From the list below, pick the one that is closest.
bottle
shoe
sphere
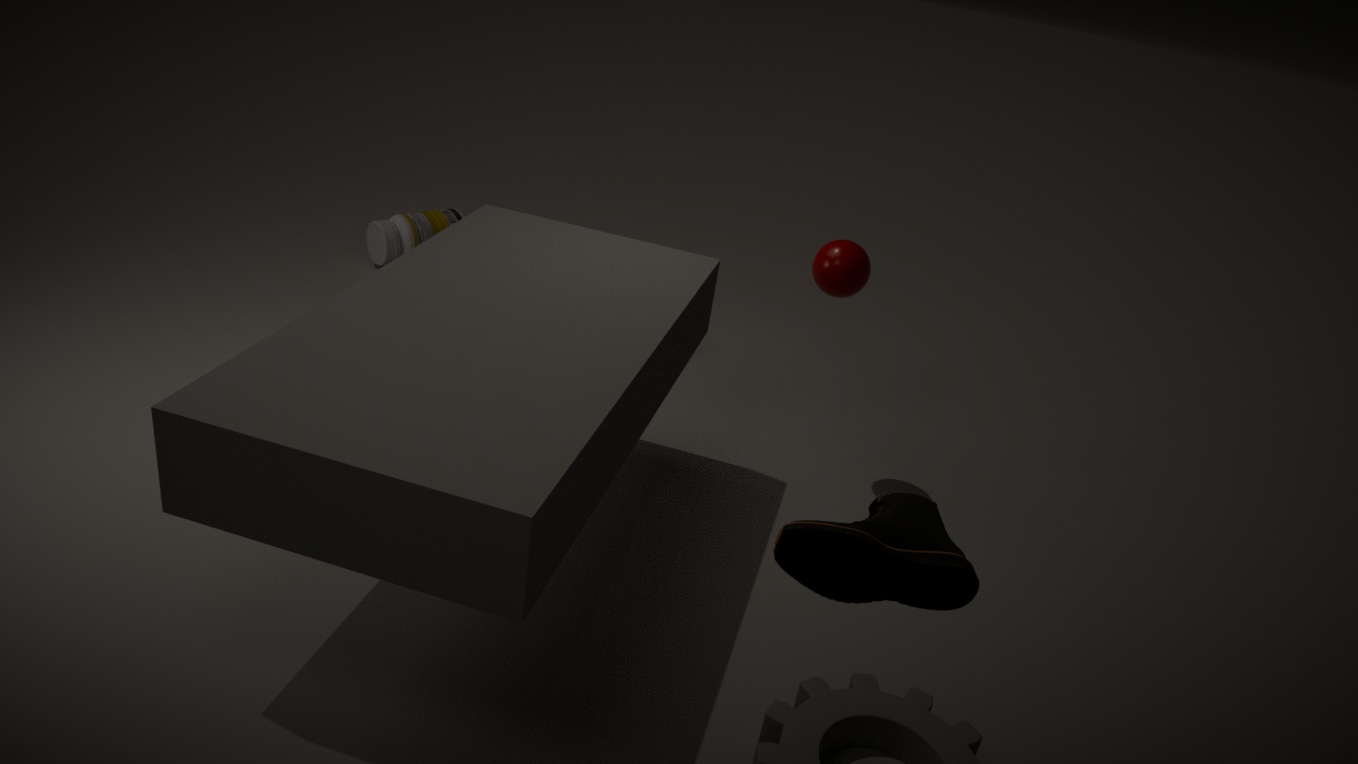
shoe
